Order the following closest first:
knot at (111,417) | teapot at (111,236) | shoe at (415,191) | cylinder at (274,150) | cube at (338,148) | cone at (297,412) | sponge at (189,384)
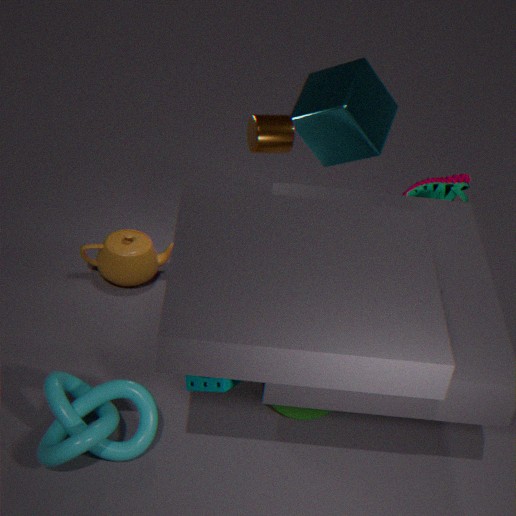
sponge at (189,384) → knot at (111,417) → cylinder at (274,150) → cone at (297,412) → cube at (338,148) → shoe at (415,191) → teapot at (111,236)
